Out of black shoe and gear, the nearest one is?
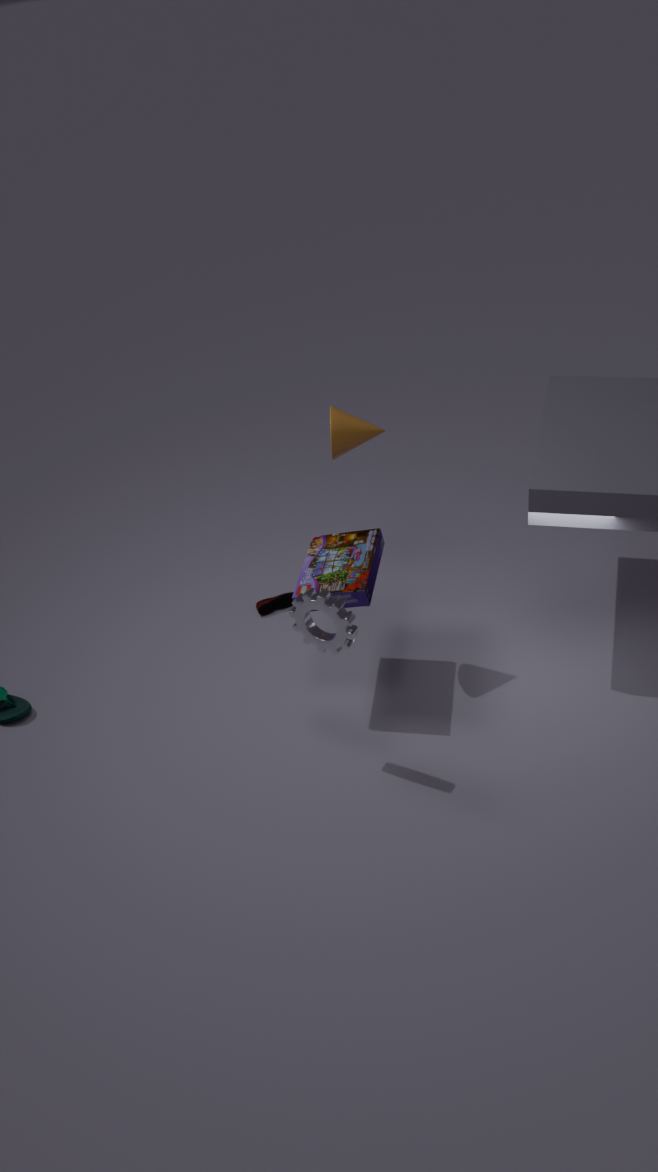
gear
